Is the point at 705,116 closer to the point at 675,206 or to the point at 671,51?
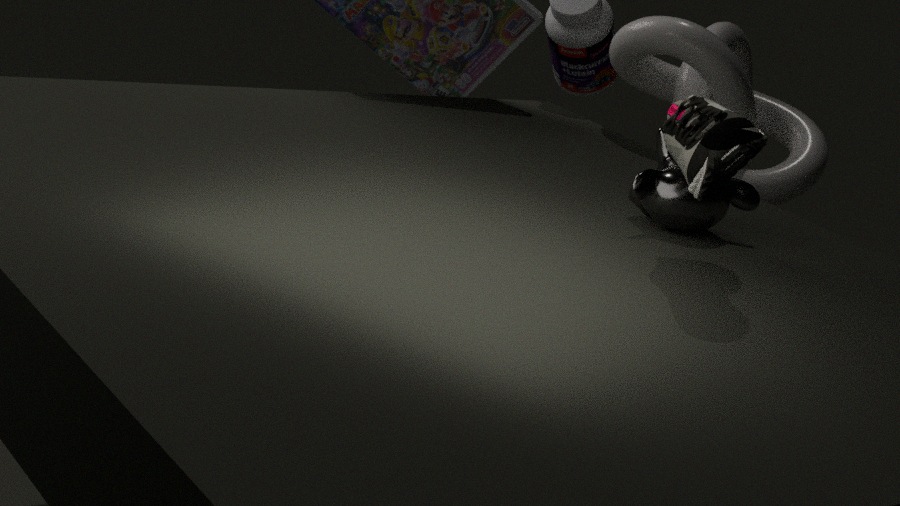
the point at 675,206
